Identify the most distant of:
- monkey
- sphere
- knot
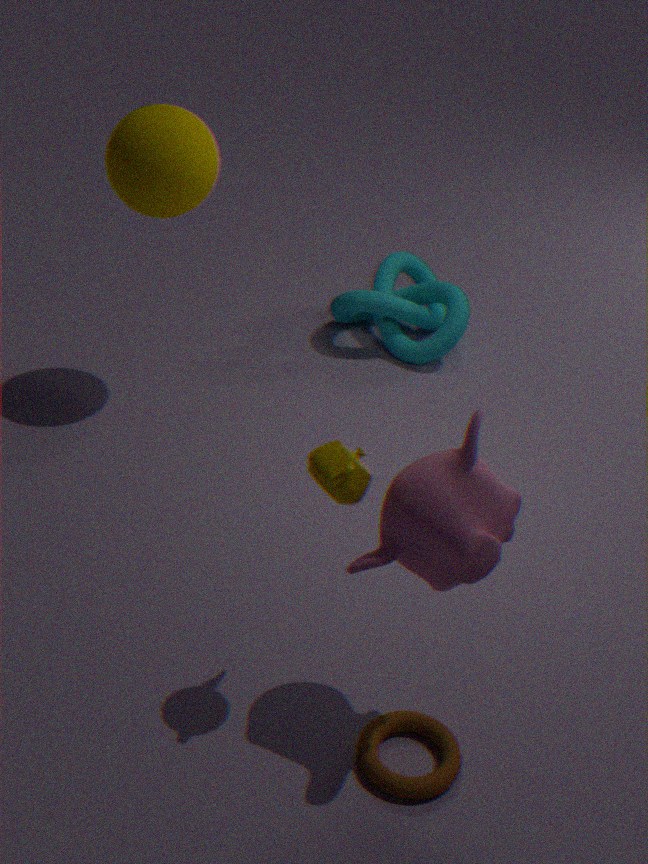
knot
